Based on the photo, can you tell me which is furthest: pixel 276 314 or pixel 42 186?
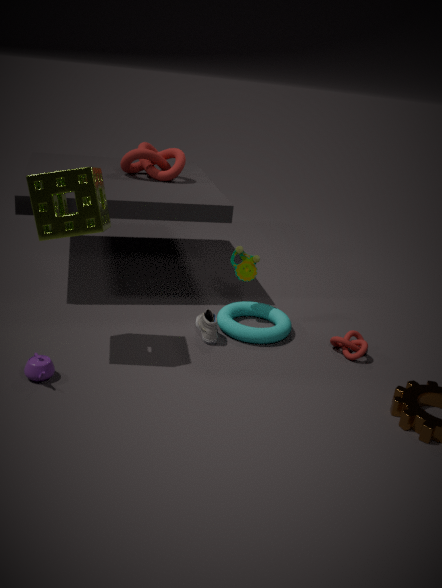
pixel 276 314
